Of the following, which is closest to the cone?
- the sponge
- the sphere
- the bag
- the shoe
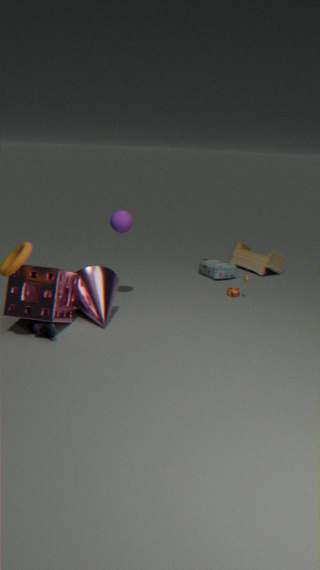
the sponge
